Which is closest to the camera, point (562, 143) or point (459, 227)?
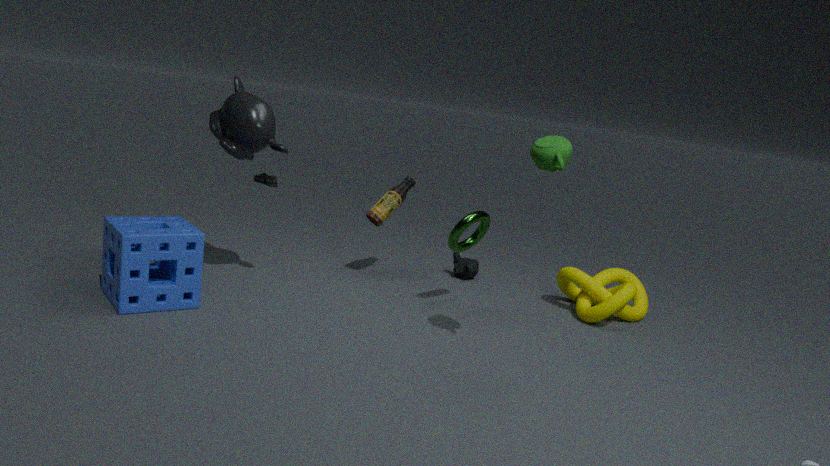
point (562, 143)
